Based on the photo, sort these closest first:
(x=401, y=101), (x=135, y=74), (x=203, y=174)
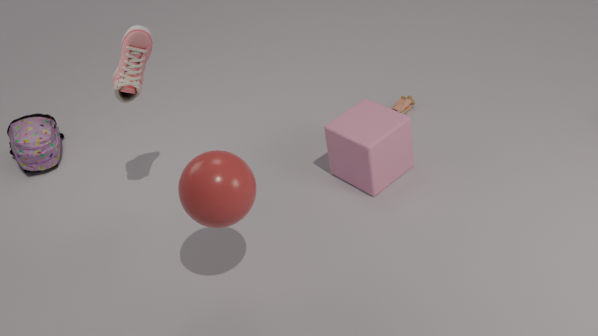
(x=203, y=174)
(x=135, y=74)
(x=401, y=101)
